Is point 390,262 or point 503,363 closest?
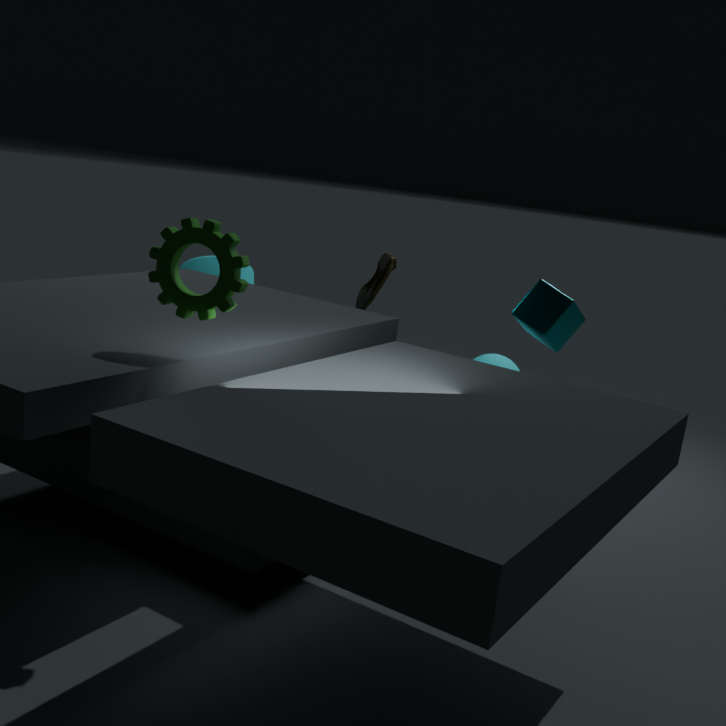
point 390,262
